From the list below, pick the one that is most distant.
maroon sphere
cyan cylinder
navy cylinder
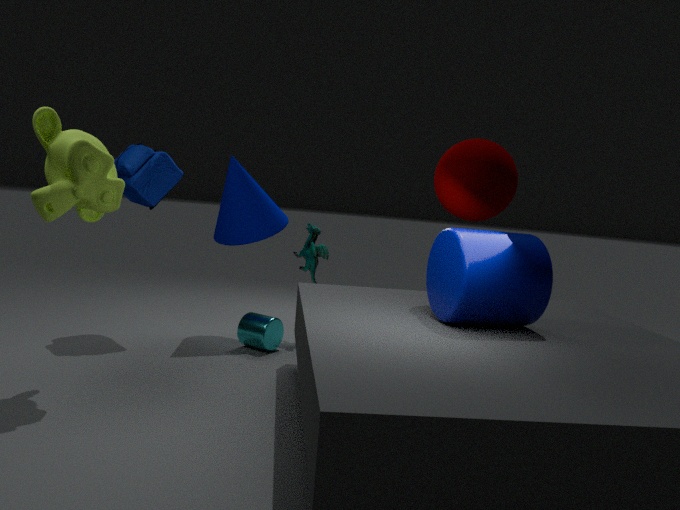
cyan cylinder
